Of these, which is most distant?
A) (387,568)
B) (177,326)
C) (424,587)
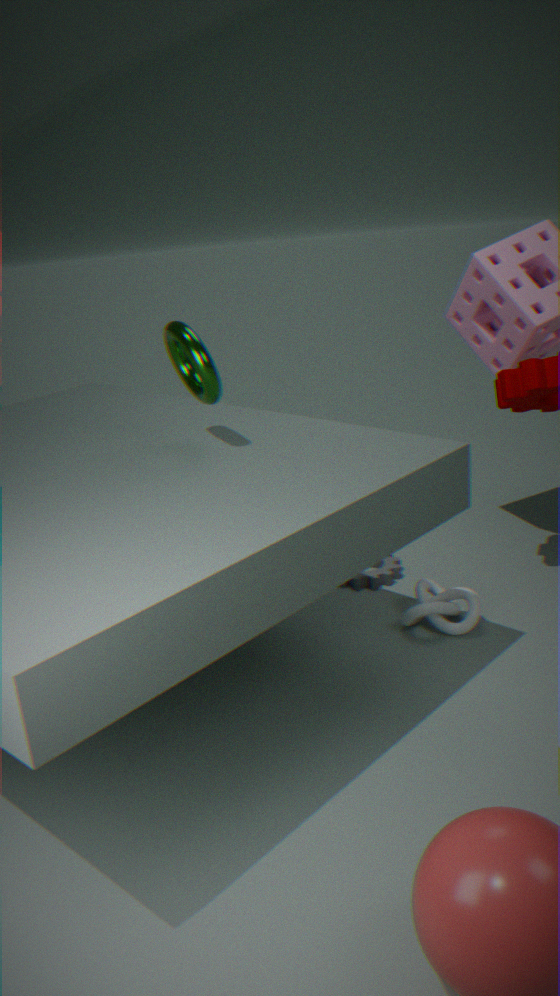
(387,568)
